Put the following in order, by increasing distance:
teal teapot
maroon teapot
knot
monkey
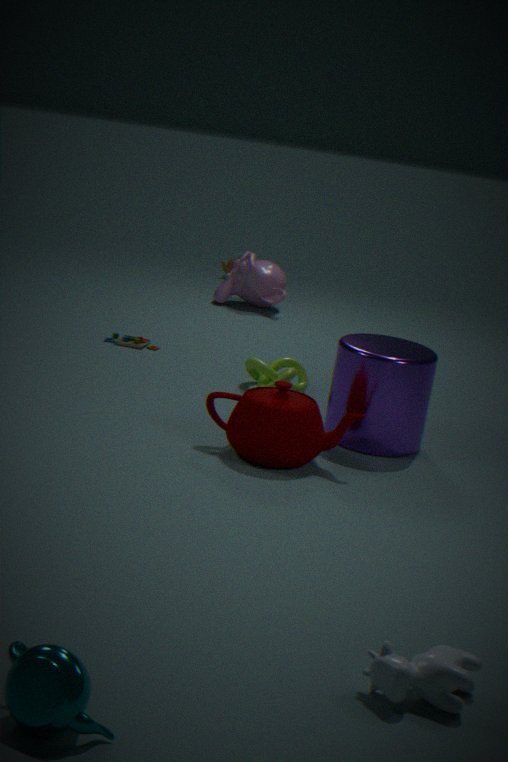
teal teapot < maroon teapot < knot < monkey
